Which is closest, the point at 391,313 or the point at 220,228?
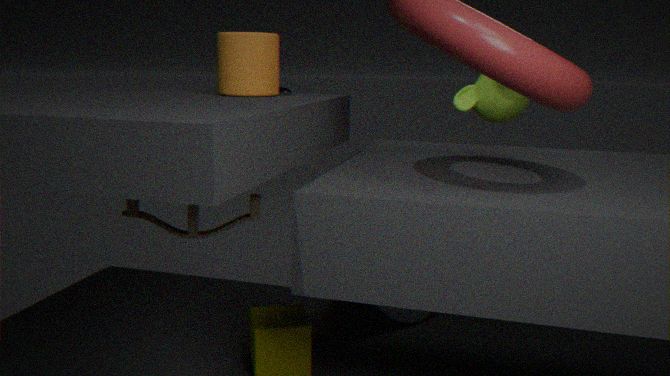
the point at 220,228
